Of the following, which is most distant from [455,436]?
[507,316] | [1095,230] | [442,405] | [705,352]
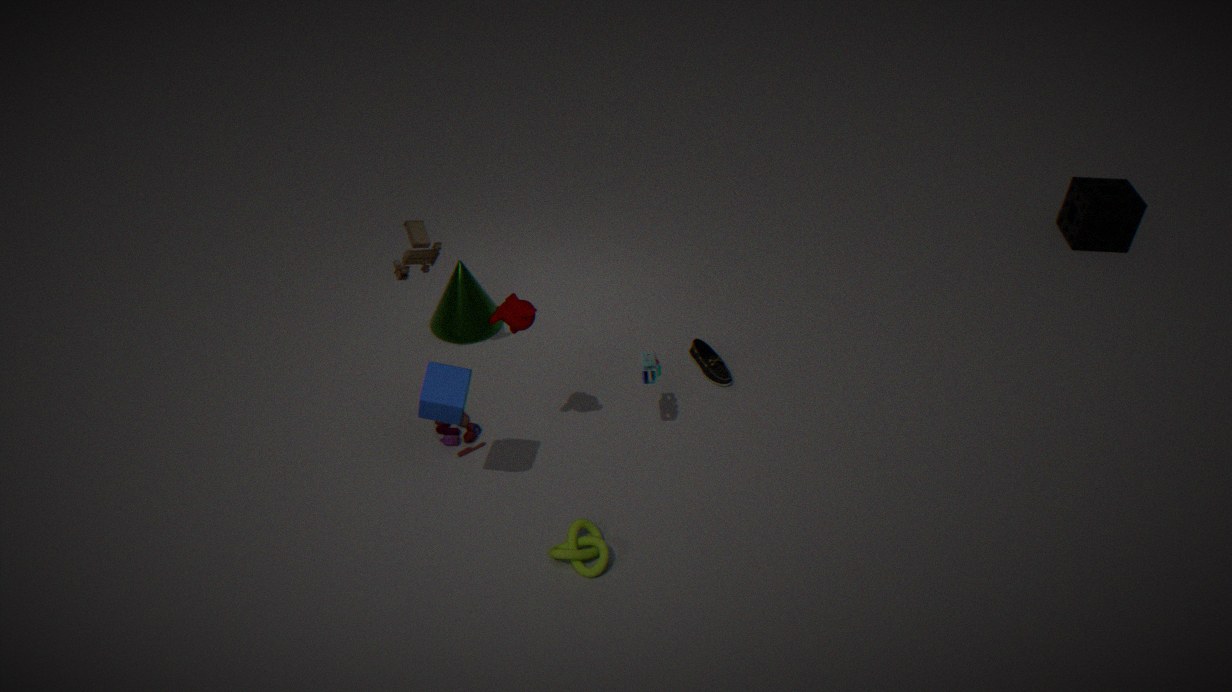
[1095,230]
